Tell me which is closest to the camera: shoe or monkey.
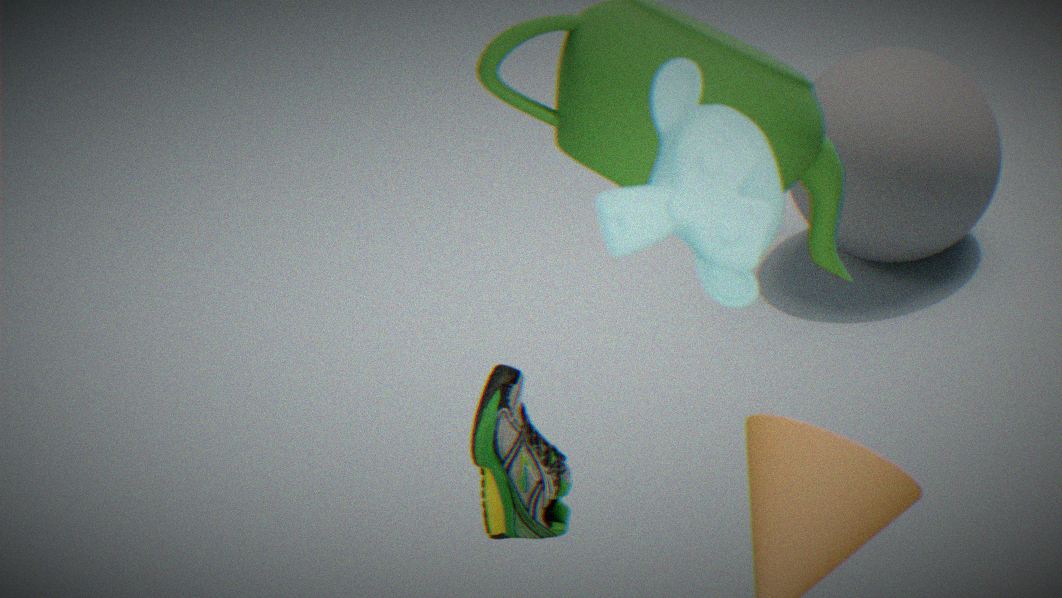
monkey
